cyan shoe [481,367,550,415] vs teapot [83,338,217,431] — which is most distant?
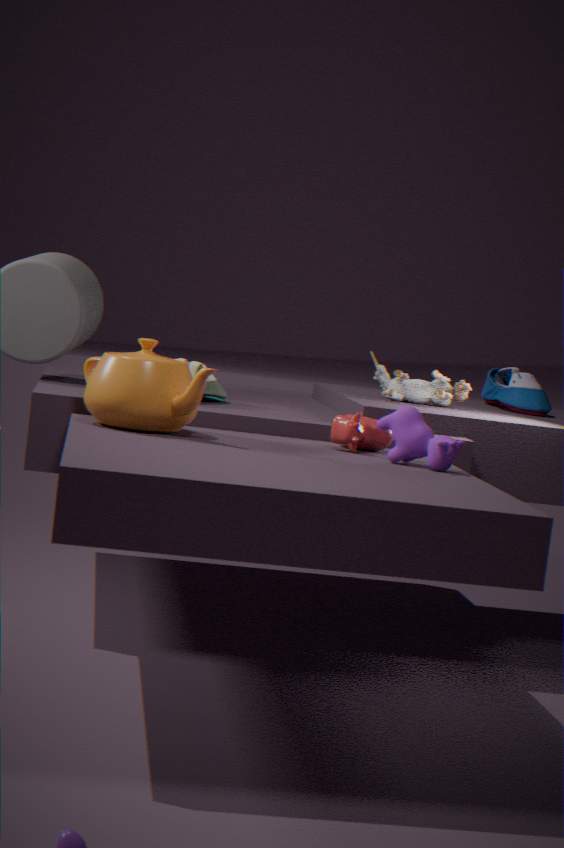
cyan shoe [481,367,550,415]
